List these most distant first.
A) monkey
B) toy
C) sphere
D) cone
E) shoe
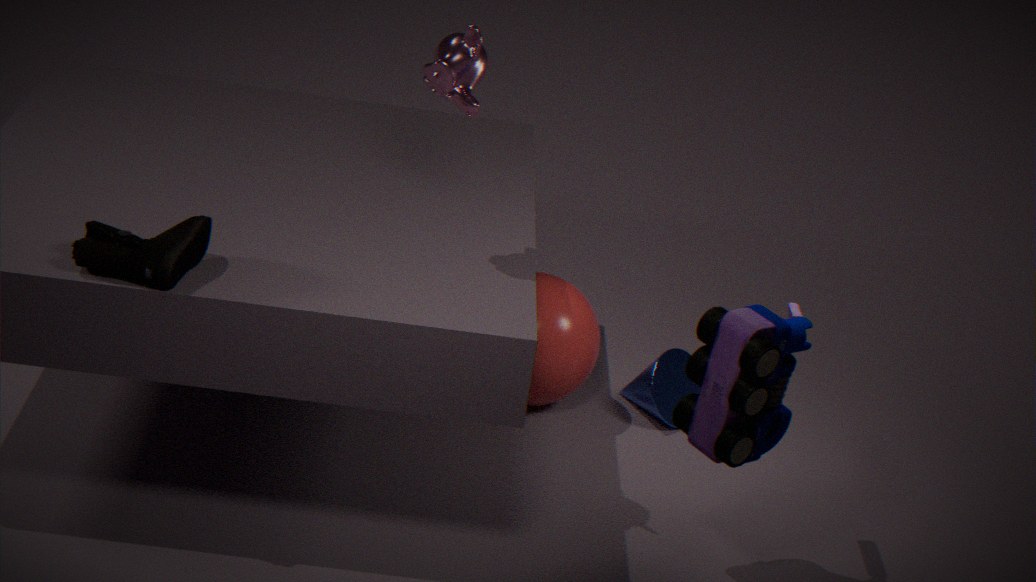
cone, sphere, monkey, toy, shoe
